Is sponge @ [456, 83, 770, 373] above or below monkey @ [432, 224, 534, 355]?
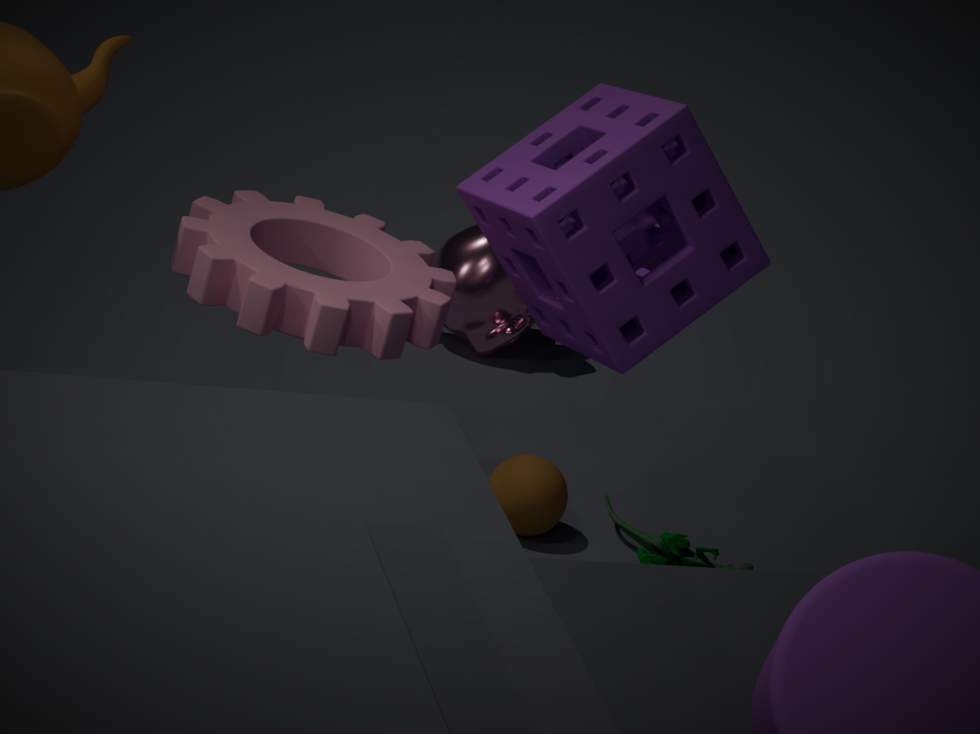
above
